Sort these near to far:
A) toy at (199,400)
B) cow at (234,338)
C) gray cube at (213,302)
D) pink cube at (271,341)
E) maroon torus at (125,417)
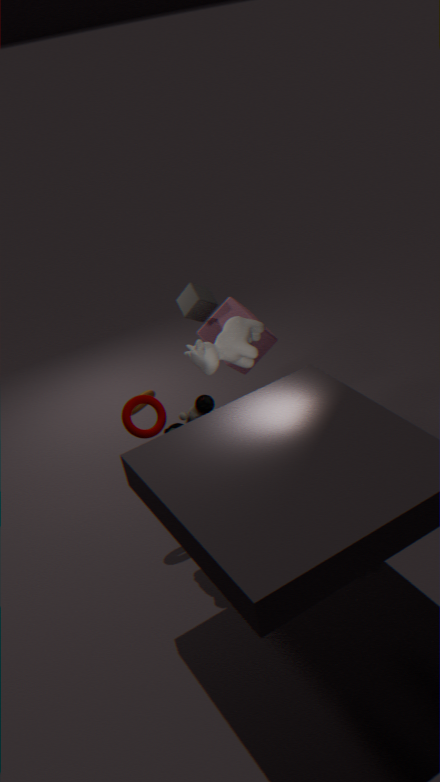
1. toy at (199,400)
2. maroon torus at (125,417)
3. cow at (234,338)
4. gray cube at (213,302)
5. pink cube at (271,341)
